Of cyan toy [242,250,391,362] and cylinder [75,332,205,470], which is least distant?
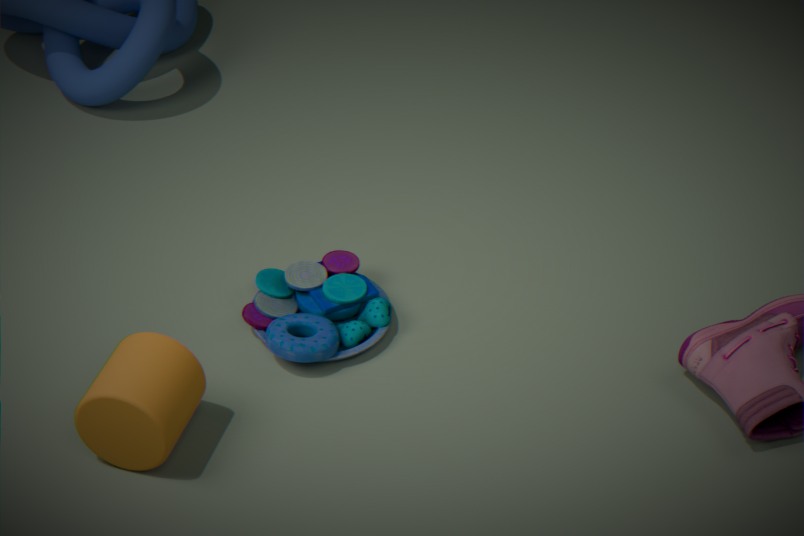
cylinder [75,332,205,470]
